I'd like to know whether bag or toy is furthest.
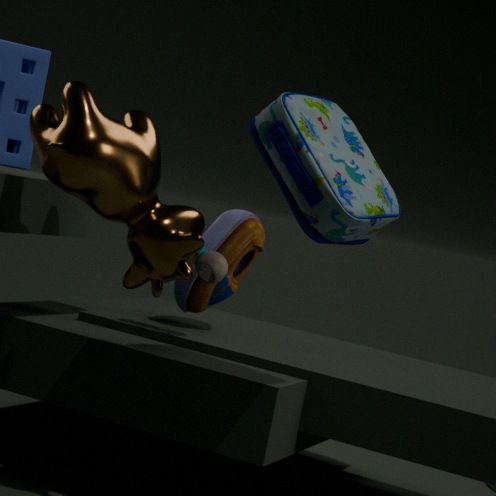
toy
